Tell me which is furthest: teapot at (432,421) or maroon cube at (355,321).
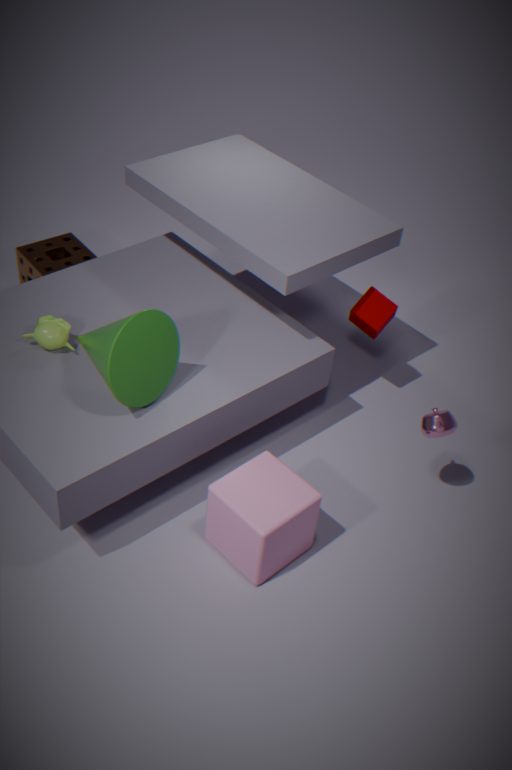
maroon cube at (355,321)
